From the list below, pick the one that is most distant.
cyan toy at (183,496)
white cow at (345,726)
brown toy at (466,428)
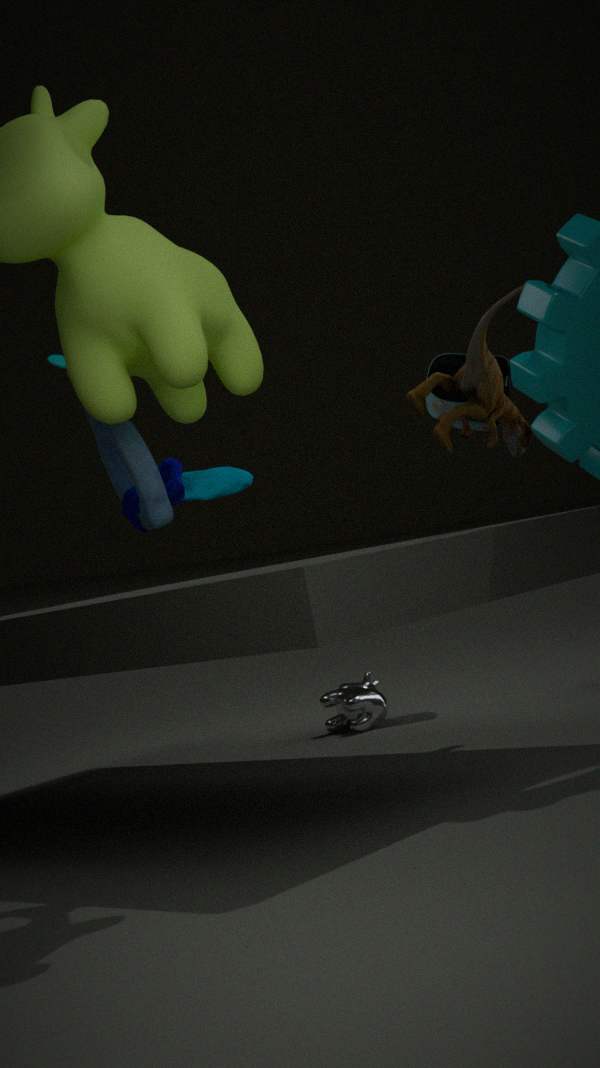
white cow at (345,726)
